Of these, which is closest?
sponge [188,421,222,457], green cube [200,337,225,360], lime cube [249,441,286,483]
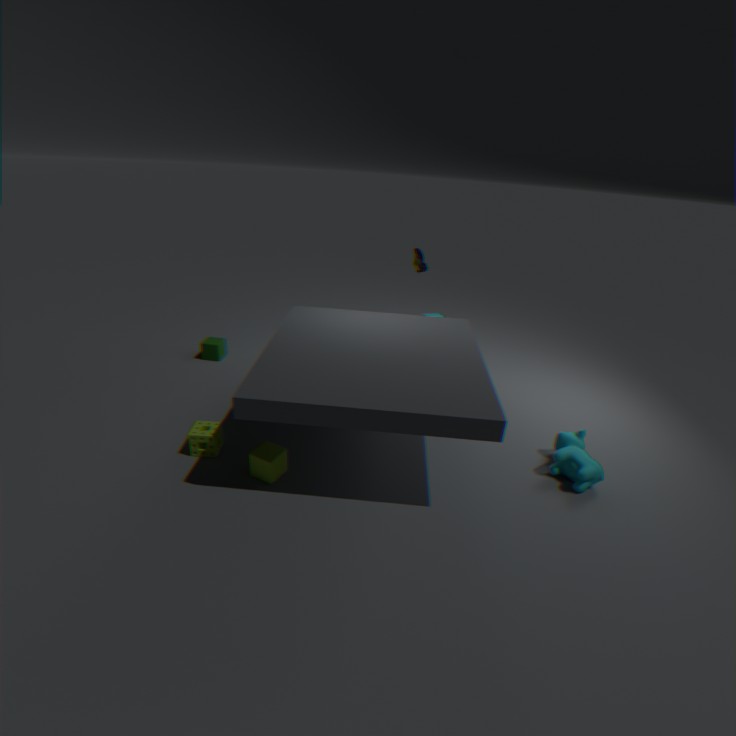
lime cube [249,441,286,483]
